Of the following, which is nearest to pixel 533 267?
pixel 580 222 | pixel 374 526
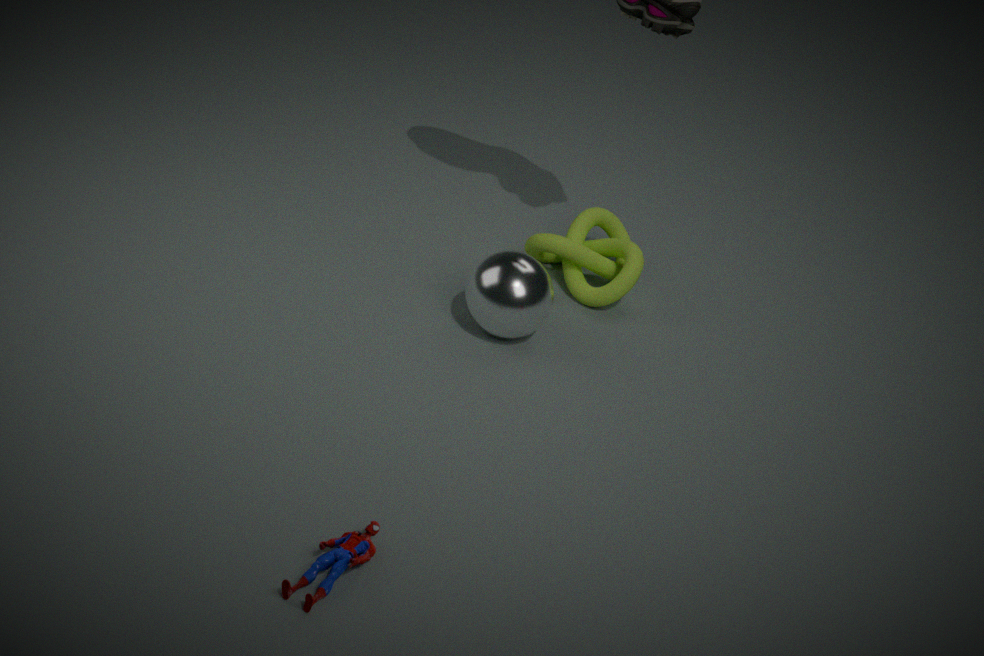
pixel 580 222
